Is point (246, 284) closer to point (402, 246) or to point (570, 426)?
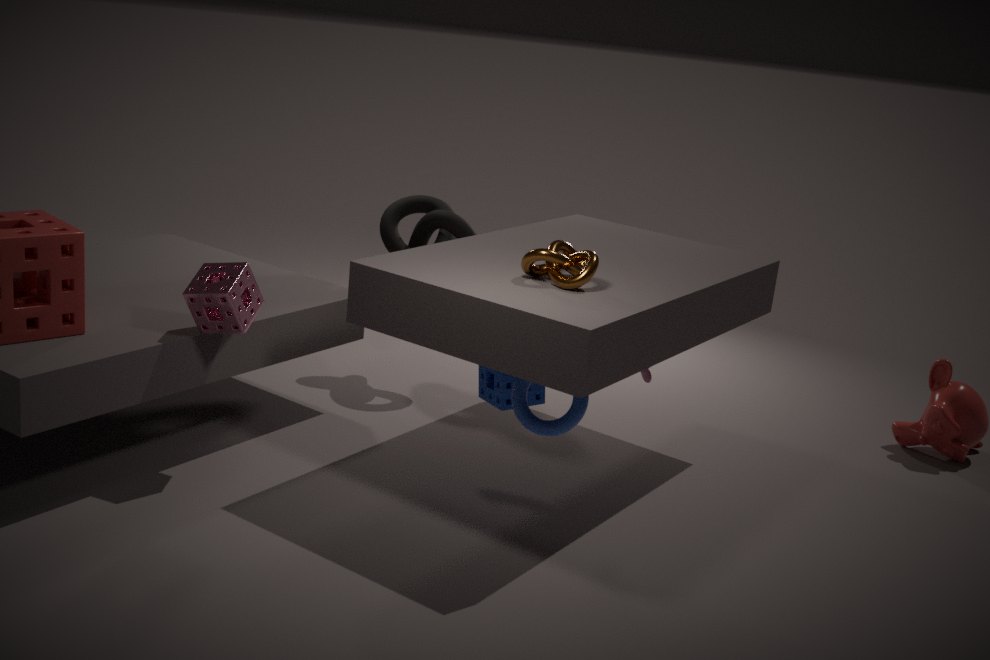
point (570, 426)
